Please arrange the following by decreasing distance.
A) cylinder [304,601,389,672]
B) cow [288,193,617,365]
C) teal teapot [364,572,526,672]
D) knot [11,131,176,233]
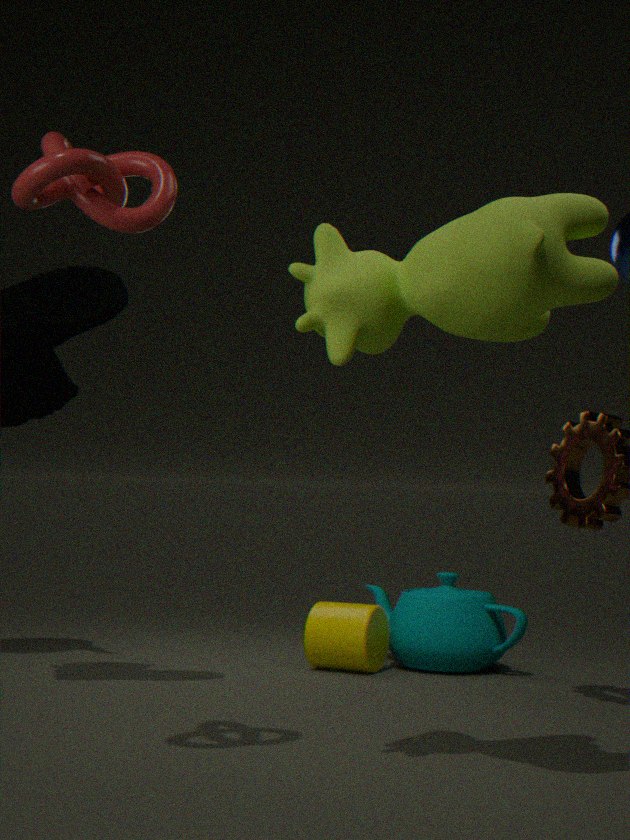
teal teapot [364,572,526,672]
cylinder [304,601,389,672]
knot [11,131,176,233]
cow [288,193,617,365]
